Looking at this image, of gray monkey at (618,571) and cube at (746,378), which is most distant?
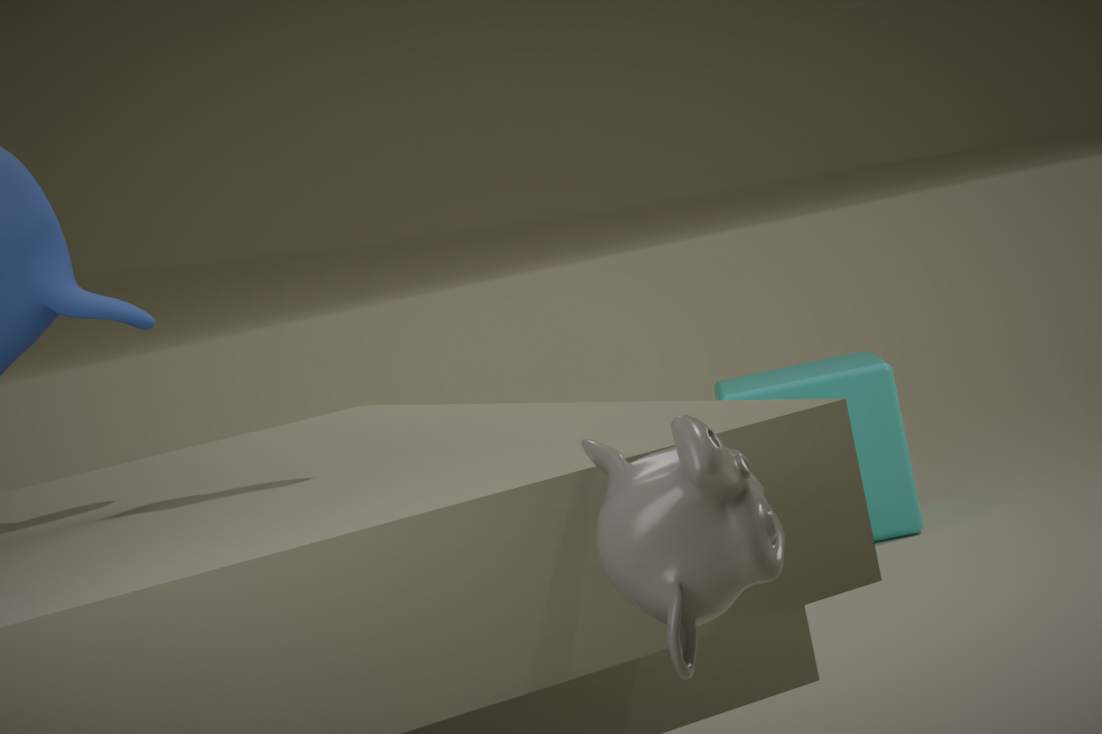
cube at (746,378)
